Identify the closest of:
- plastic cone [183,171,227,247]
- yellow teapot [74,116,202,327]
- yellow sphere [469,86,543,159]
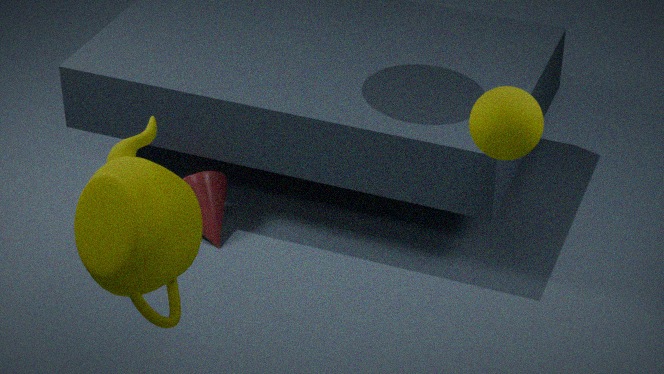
yellow teapot [74,116,202,327]
